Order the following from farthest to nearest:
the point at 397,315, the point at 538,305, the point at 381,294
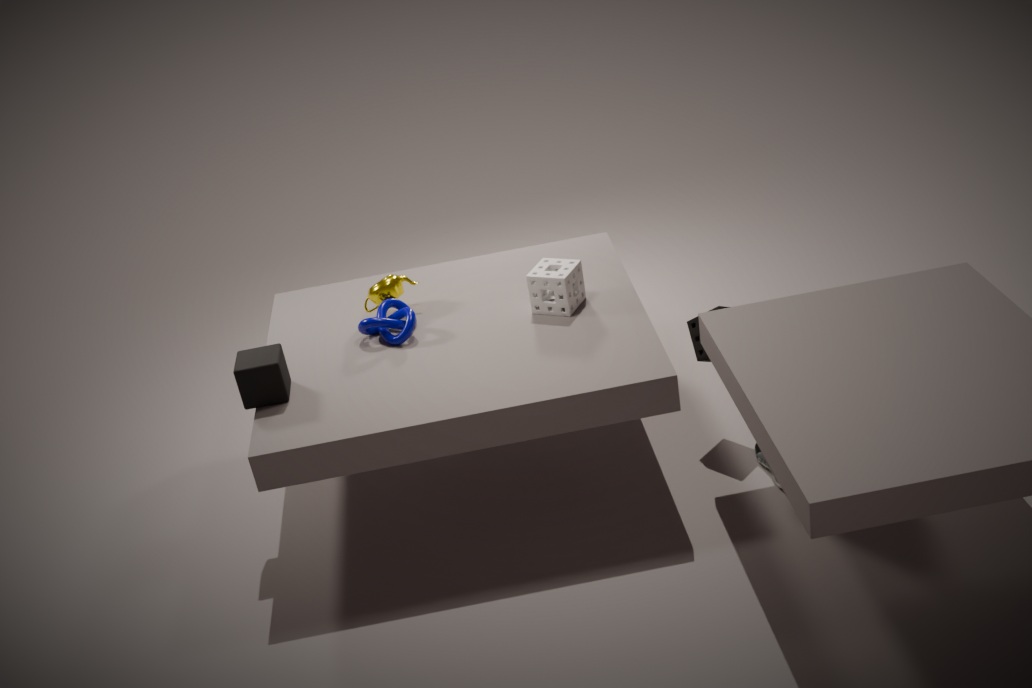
the point at 381,294, the point at 397,315, the point at 538,305
